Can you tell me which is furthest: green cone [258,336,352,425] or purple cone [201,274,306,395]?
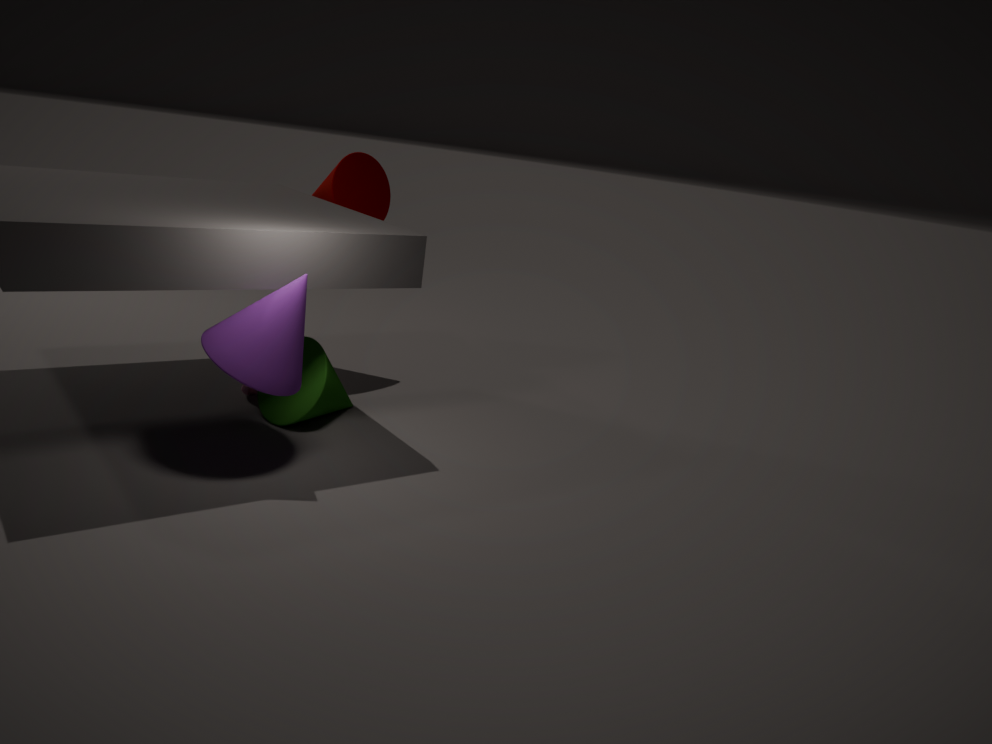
green cone [258,336,352,425]
